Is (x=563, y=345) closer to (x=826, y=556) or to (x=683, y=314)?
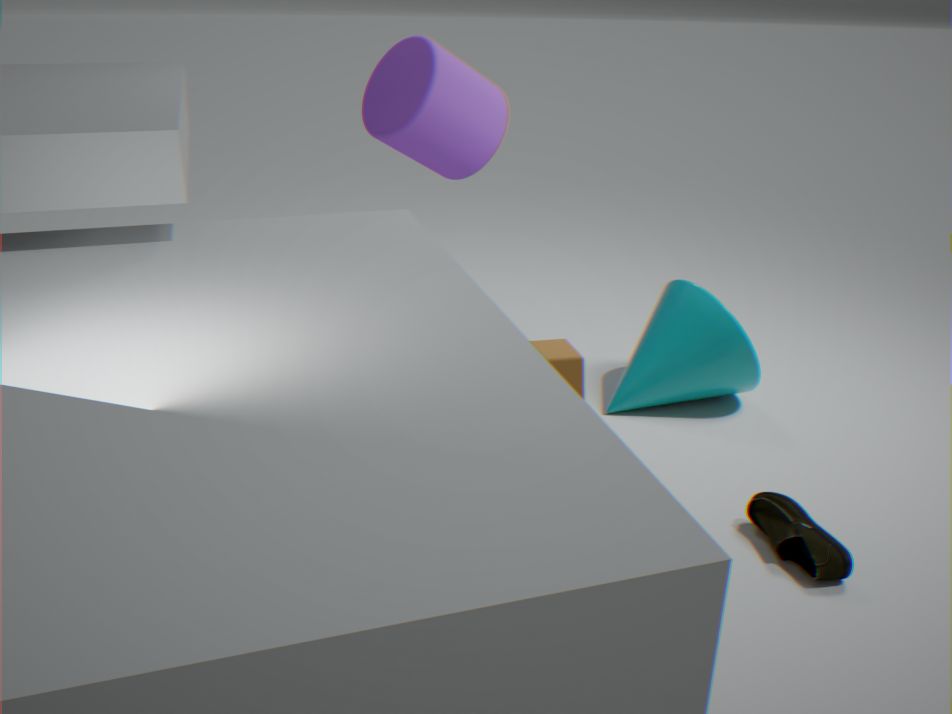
(x=826, y=556)
